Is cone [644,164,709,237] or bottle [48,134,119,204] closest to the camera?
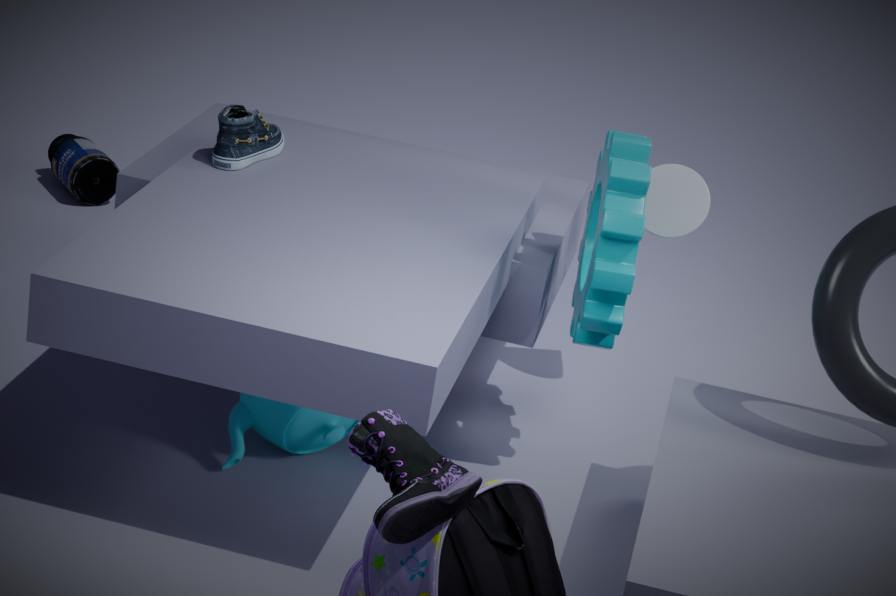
cone [644,164,709,237]
